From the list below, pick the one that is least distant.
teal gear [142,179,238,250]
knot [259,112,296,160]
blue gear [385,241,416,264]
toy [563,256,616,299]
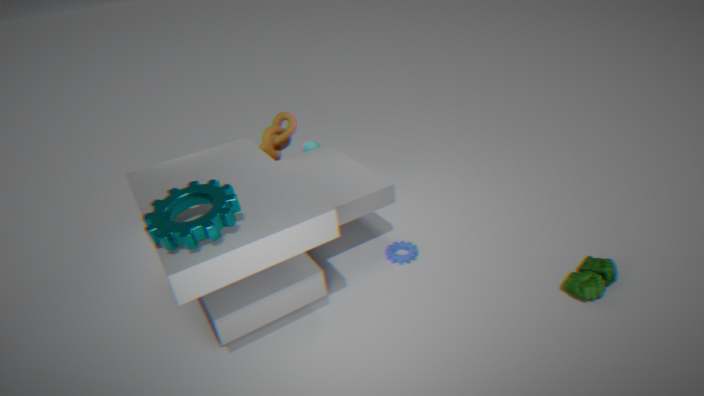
teal gear [142,179,238,250]
